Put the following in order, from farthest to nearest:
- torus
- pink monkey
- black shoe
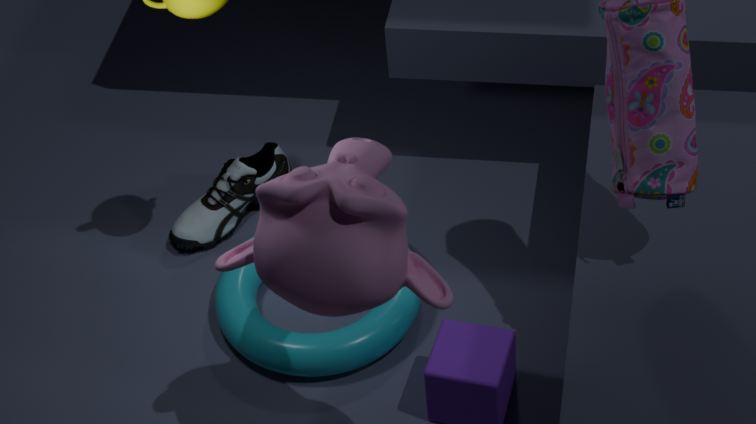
black shoe
torus
pink monkey
